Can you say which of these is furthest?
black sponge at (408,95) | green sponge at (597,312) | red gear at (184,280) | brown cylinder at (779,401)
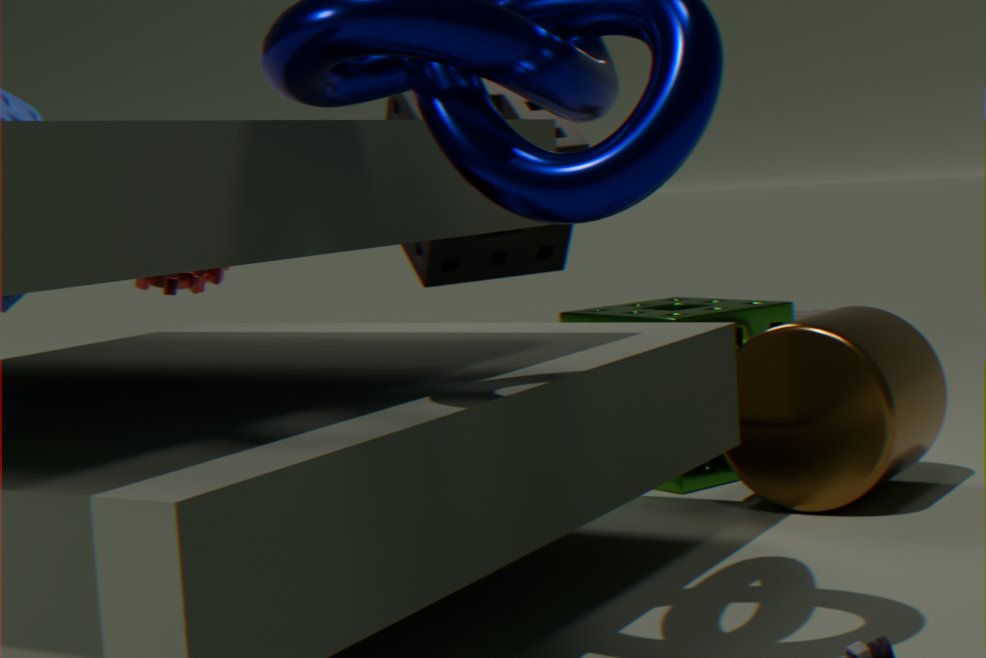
red gear at (184,280)
